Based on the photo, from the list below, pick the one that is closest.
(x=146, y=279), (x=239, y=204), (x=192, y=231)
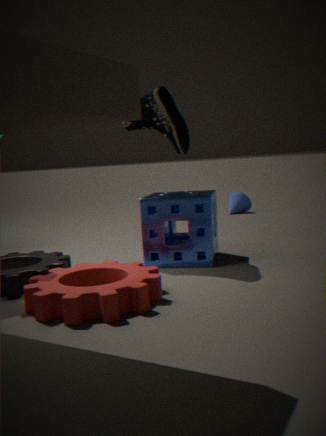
(x=146, y=279)
